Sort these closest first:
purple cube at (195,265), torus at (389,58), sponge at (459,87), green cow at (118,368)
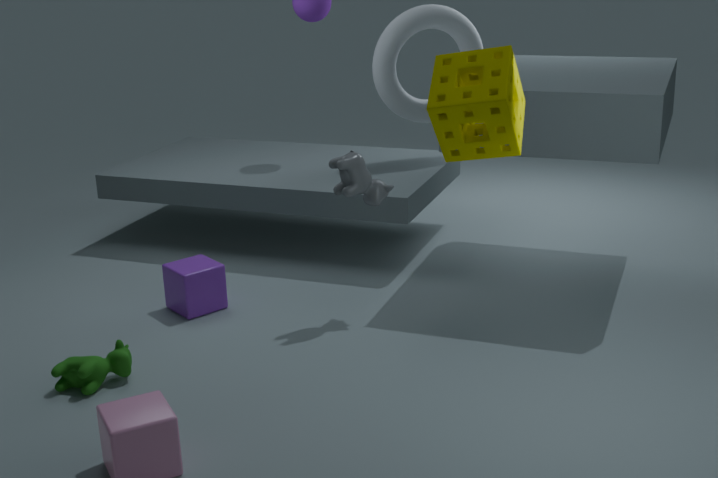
sponge at (459,87) < green cow at (118,368) < purple cube at (195,265) < torus at (389,58)
